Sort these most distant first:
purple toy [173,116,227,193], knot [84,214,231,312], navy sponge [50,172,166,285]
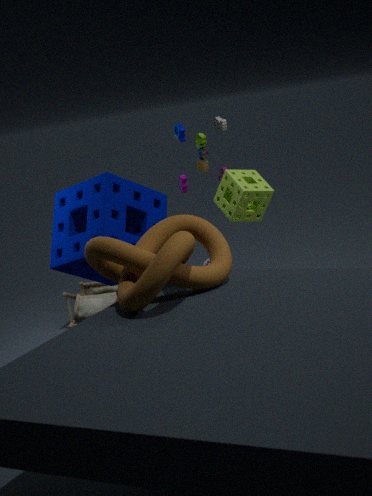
Answer: 1. purple toy [173,116,227,193]
2. navy sponge [50,172,166,285]
3. knot [84,214,231,312]
